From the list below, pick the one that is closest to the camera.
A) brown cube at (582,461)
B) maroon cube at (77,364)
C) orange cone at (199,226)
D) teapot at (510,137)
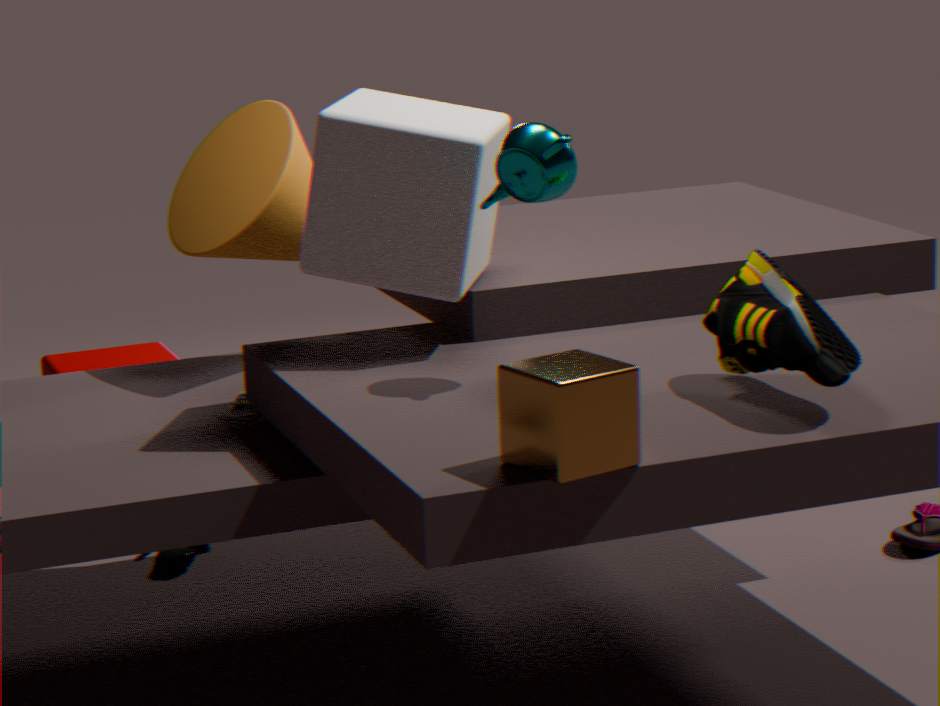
brown cube at (582,461)
